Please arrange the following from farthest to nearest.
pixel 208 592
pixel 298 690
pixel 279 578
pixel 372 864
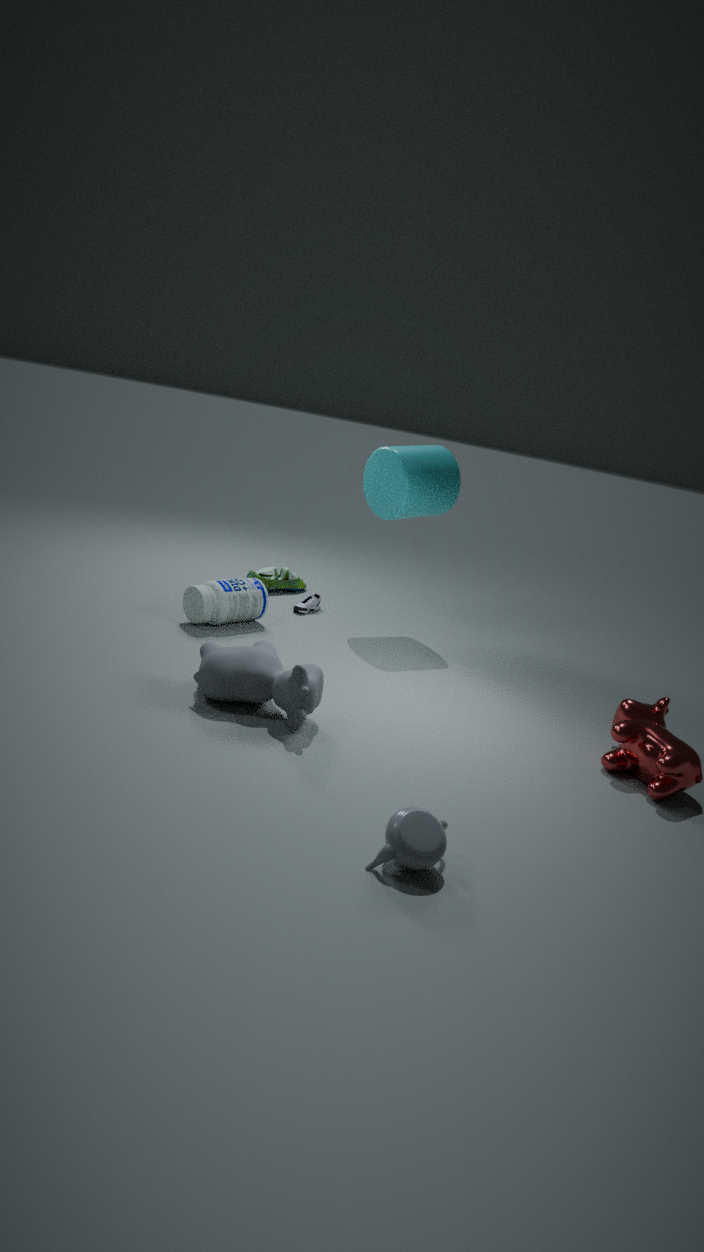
pixel 279 578, pixel 208 592, pixel 298 690, pixel 372 864
